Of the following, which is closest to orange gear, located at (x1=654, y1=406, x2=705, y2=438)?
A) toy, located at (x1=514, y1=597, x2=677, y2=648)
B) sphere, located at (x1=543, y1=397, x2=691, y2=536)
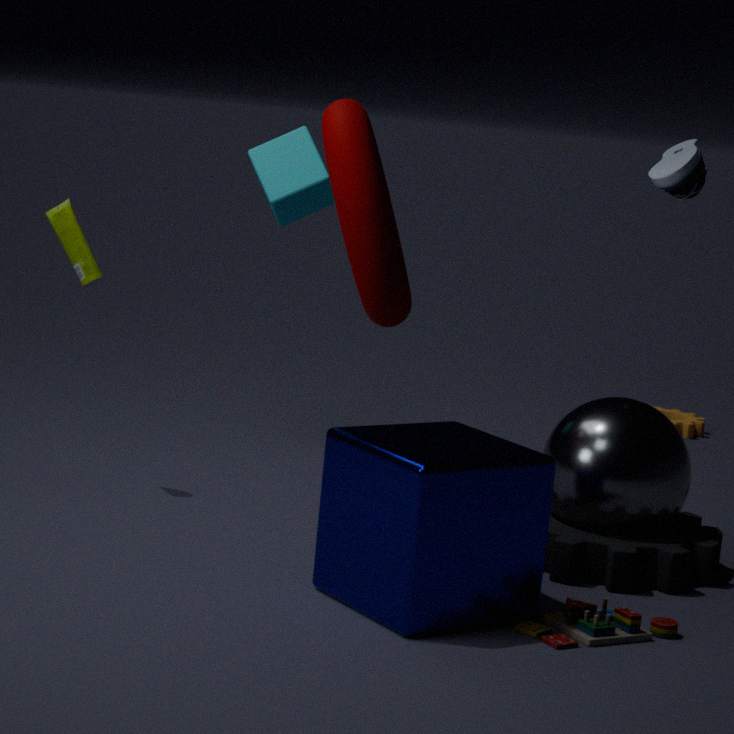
sphere, located at (x1=543, y1=397, x2=691, y2=536)
